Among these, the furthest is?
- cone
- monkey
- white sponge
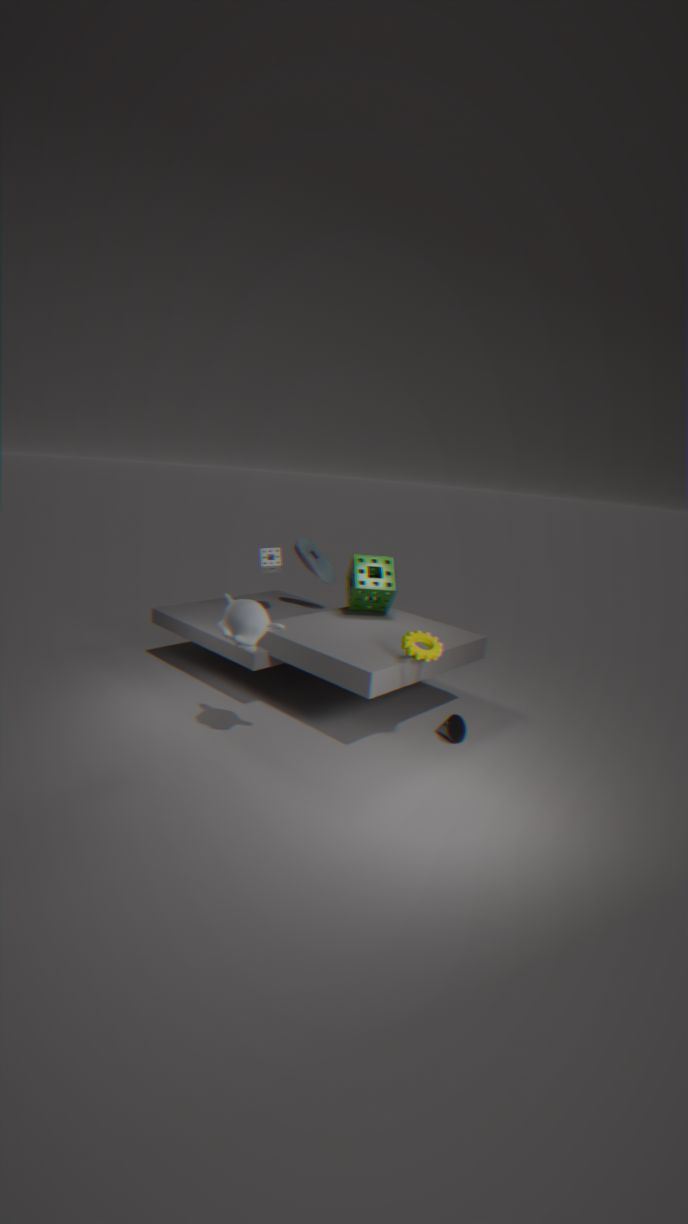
white sponge
